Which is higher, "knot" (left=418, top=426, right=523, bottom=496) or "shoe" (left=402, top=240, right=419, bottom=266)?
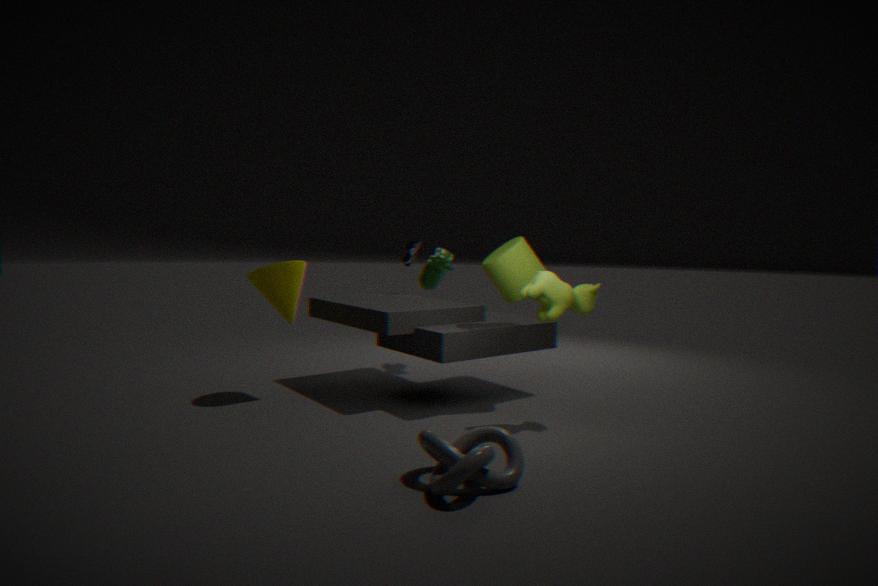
"shoe" (left=402, top=240, right=419, bottom=266)
